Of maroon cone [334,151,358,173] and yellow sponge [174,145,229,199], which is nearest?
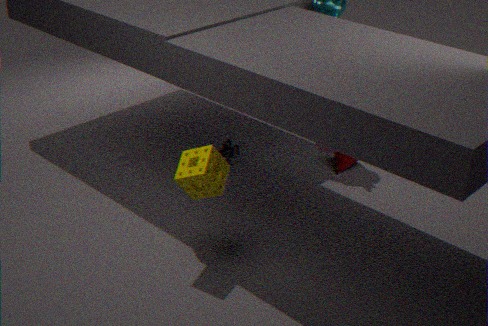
yellow sponge [174,145,229,199]
